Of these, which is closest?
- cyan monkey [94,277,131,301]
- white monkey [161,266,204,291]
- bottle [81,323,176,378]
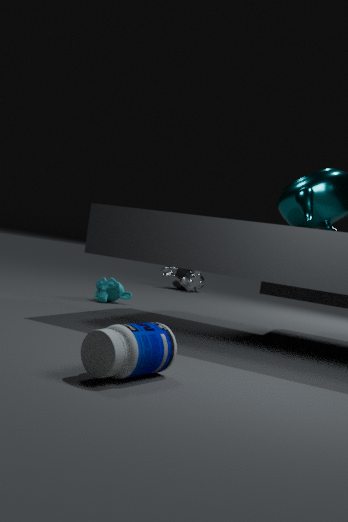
bottle [81,323,176,378]
